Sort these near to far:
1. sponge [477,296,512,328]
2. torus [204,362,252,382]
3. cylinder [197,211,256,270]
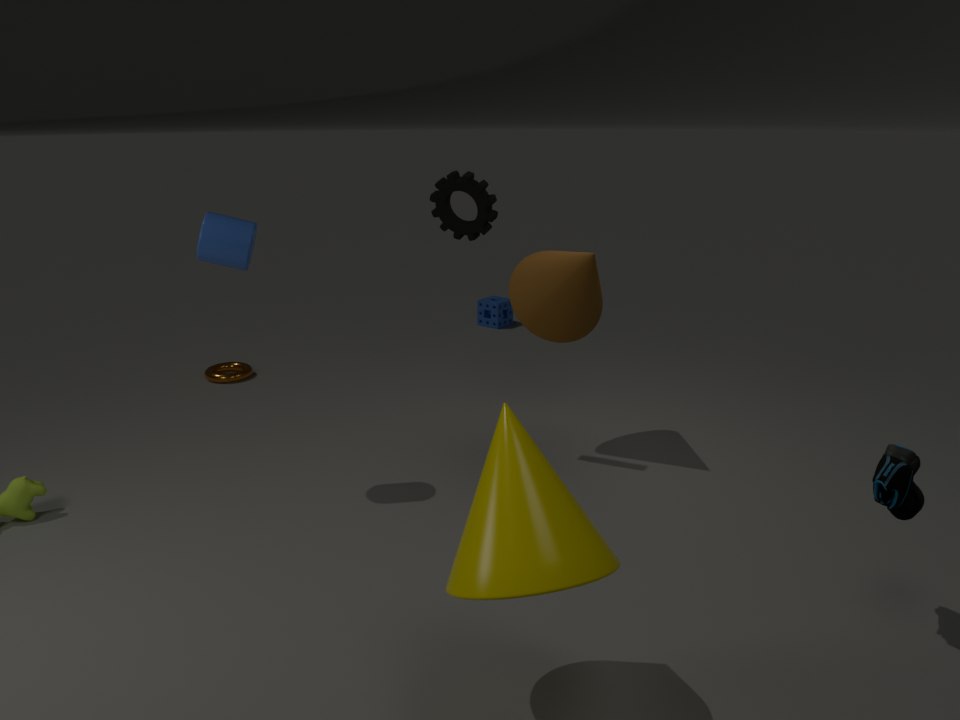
1. cylinder [197,211,256,270]
2. torus [204,362,252,382]
3. sponge [477,296,512,328]
